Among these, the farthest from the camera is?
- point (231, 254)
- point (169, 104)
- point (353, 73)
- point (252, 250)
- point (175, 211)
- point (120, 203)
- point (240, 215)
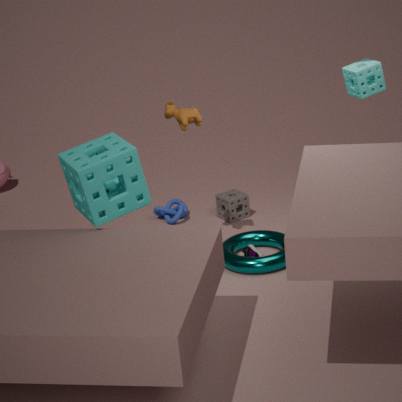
point (175, 211)
